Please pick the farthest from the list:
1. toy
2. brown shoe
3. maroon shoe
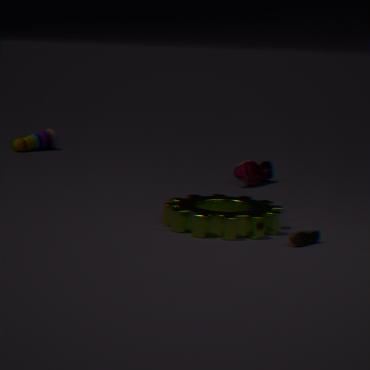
toy
